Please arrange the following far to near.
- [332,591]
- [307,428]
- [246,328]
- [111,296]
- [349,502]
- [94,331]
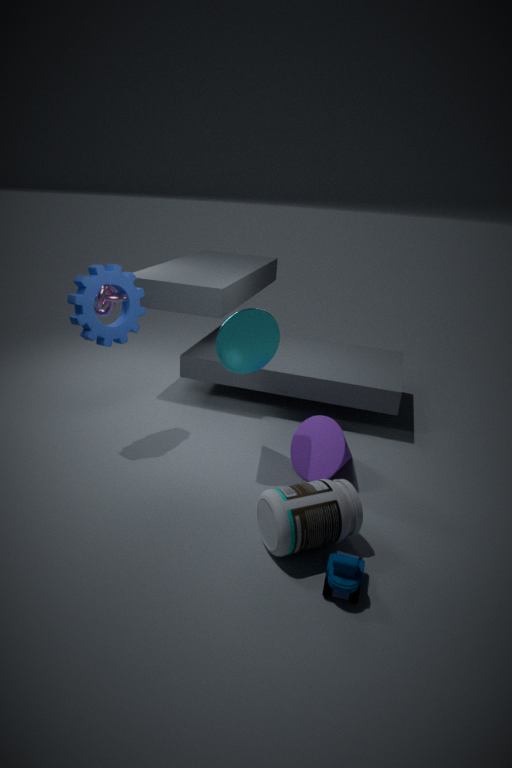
[307,428] → [111,296] → [94,331] → [246,328] → [349,502] → [332,591]
